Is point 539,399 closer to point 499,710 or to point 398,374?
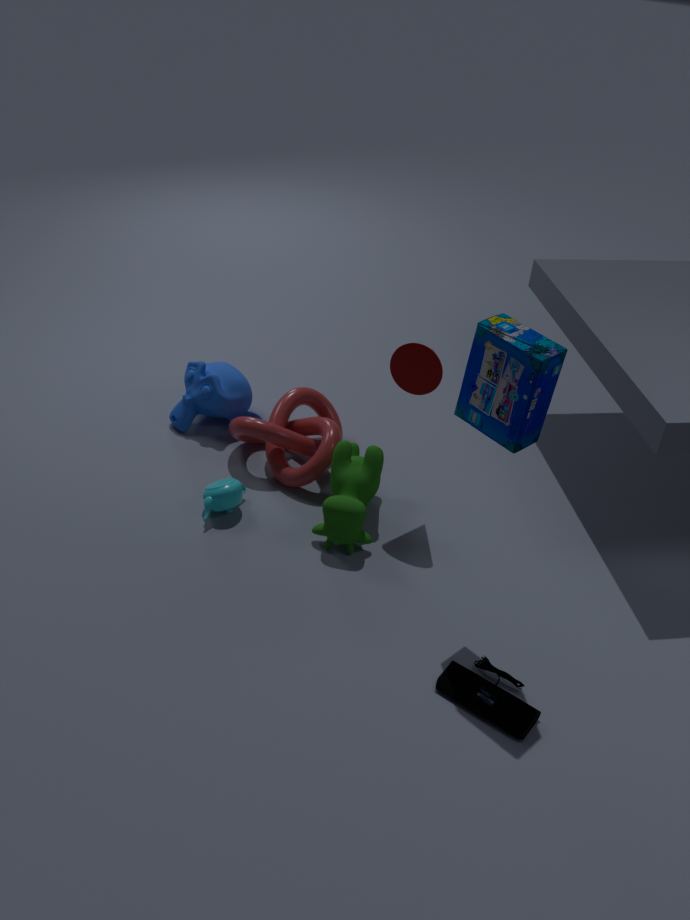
point 398,374
